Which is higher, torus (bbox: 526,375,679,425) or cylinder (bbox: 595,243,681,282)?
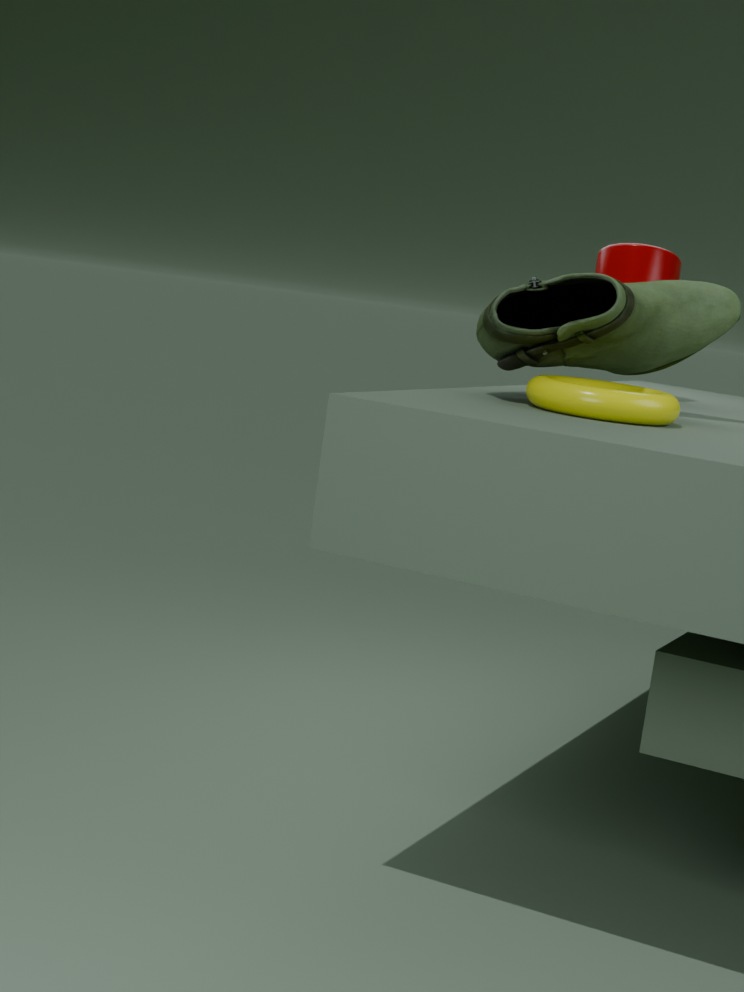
cylinder (bbox: 595,243,681,282)
